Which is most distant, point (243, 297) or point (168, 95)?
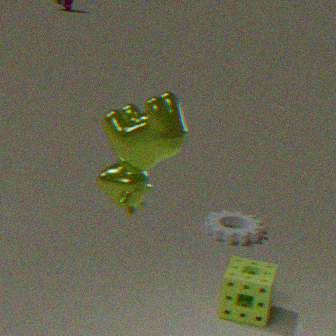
point (243, 297)
